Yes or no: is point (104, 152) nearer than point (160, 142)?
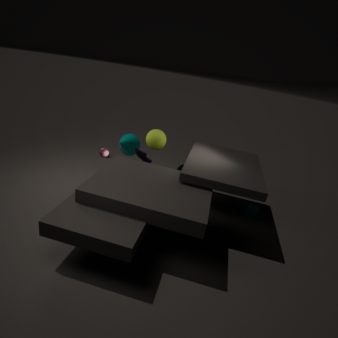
No
